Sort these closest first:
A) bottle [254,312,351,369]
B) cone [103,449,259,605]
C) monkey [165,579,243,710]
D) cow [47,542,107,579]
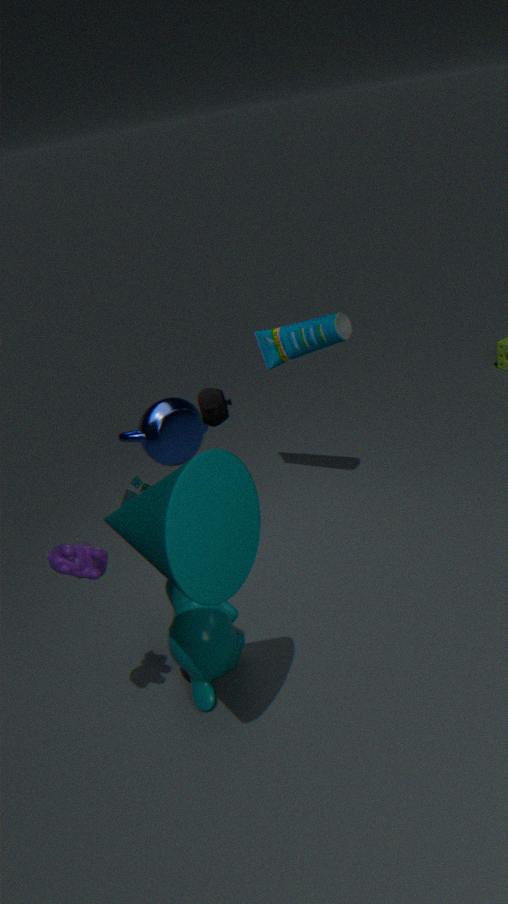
cone [103,449,259,605] < cow [47,542,107,579] < monkey [165,579,243,710] < bottle [254,312,351,369]
